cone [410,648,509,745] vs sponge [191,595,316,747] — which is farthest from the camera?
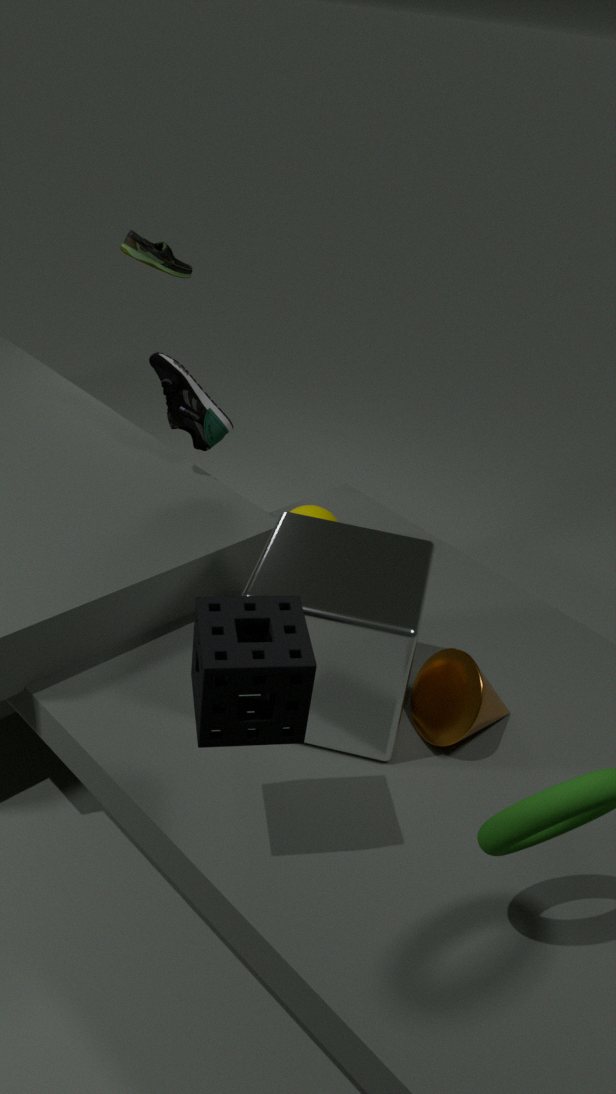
cone [410,648,509,745]
